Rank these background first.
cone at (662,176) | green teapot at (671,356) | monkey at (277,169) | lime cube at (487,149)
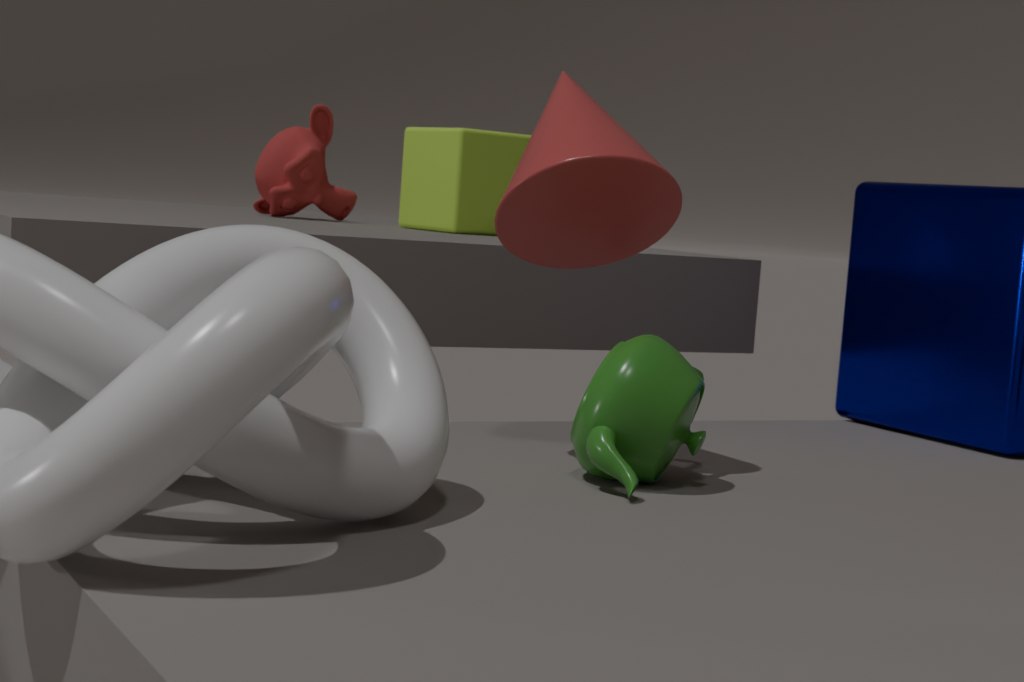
monkey at (277,169) → lime cube at (487,149) → cone at (662,176) → green teapot at (671,356)
